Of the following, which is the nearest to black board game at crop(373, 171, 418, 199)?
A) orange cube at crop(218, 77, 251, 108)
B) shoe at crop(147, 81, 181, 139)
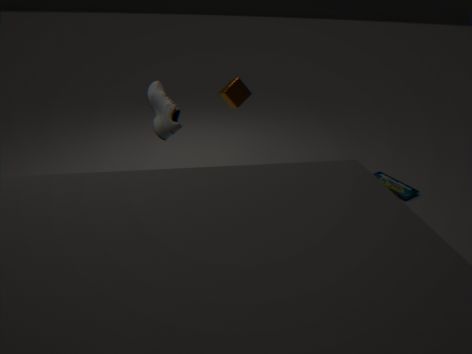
orange cube at crop(218, 77, 251, 108)
